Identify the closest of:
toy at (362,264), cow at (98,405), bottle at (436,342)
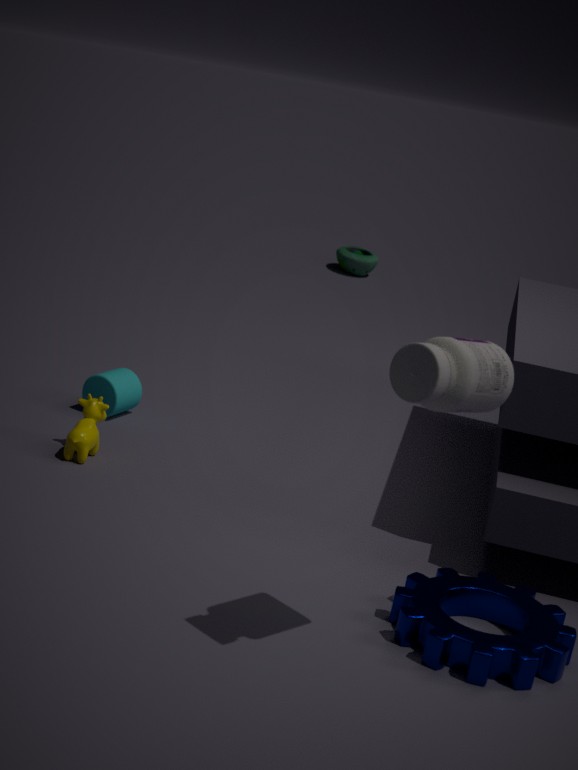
bottle at (436,342)
